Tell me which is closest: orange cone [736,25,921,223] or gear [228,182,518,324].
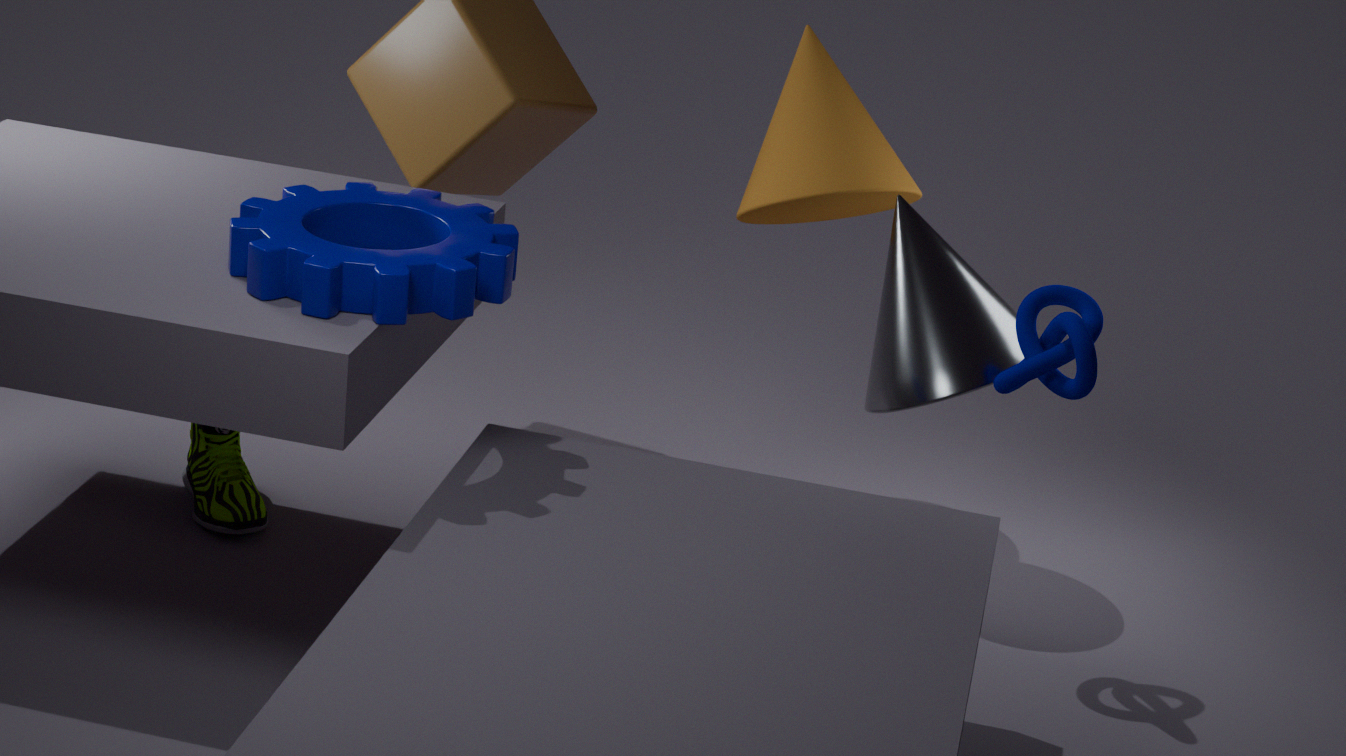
gear [228,182,518,324]
